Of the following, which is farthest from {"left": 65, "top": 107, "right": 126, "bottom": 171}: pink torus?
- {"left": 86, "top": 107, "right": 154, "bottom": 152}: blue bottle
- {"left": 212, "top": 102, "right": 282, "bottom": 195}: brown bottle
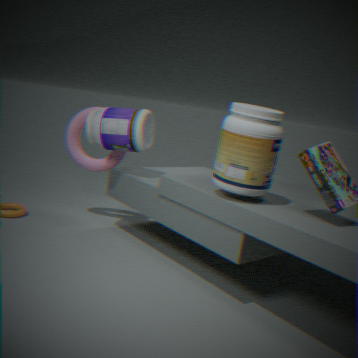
{"left": 212, "top": 102, "right": 282, "bottom": 195}: brown bottle
